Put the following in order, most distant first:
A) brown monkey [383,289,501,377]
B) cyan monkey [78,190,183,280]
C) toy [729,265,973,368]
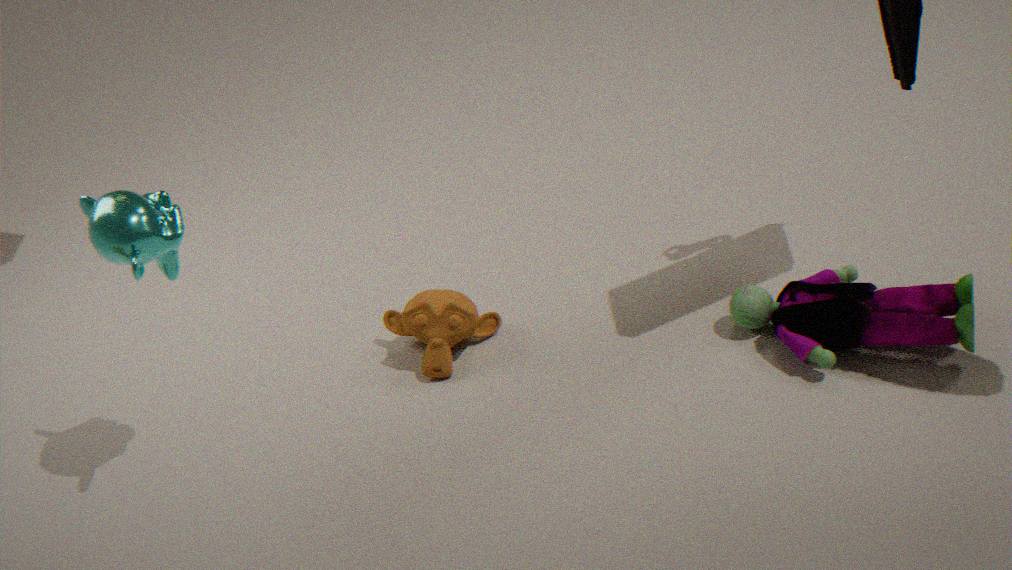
brown monkey [383,289,501,377] < toy [729,265,973,368] < cyan monkey [78,190,183,280]
